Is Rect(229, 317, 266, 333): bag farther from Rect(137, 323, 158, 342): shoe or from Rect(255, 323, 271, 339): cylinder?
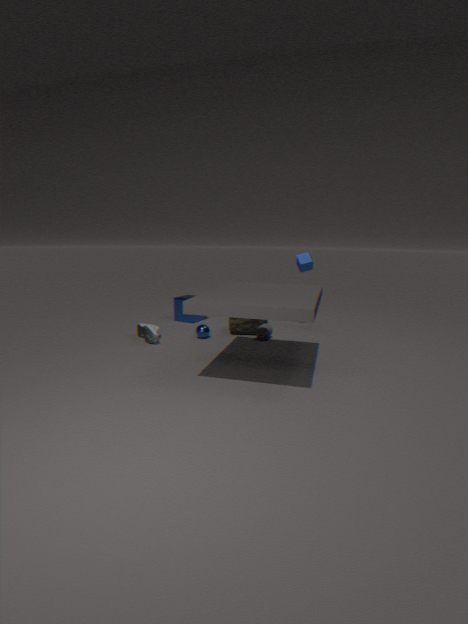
Rect(137, 323, 158, 342): shoe
